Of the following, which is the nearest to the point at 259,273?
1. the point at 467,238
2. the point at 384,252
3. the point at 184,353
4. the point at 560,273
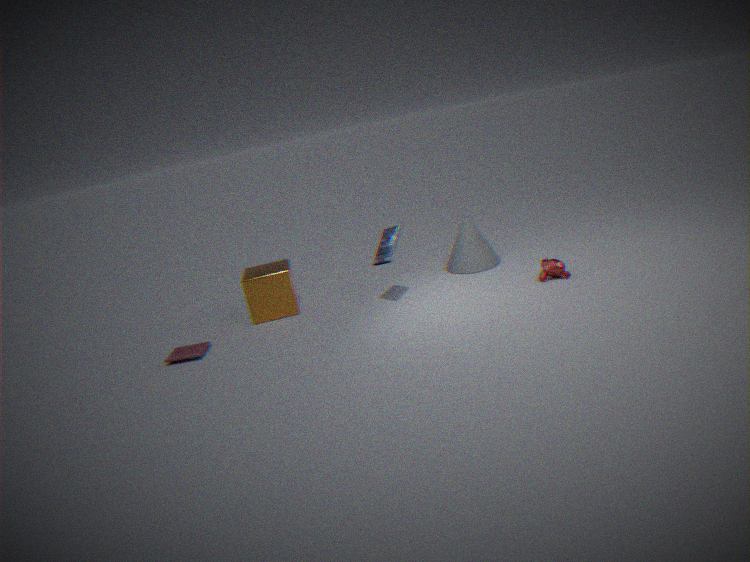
the point at 184,353
